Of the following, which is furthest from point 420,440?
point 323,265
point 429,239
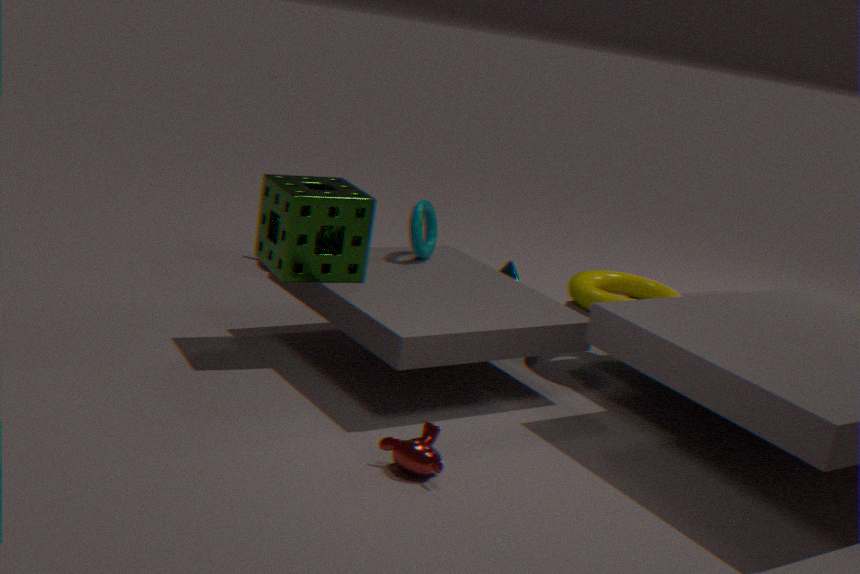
point 429,239
